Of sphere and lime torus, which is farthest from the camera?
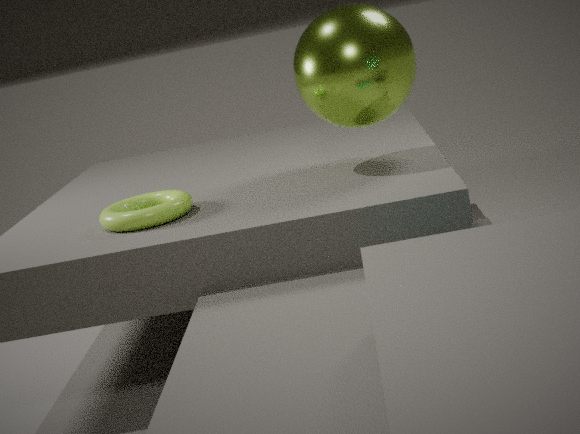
sphere
